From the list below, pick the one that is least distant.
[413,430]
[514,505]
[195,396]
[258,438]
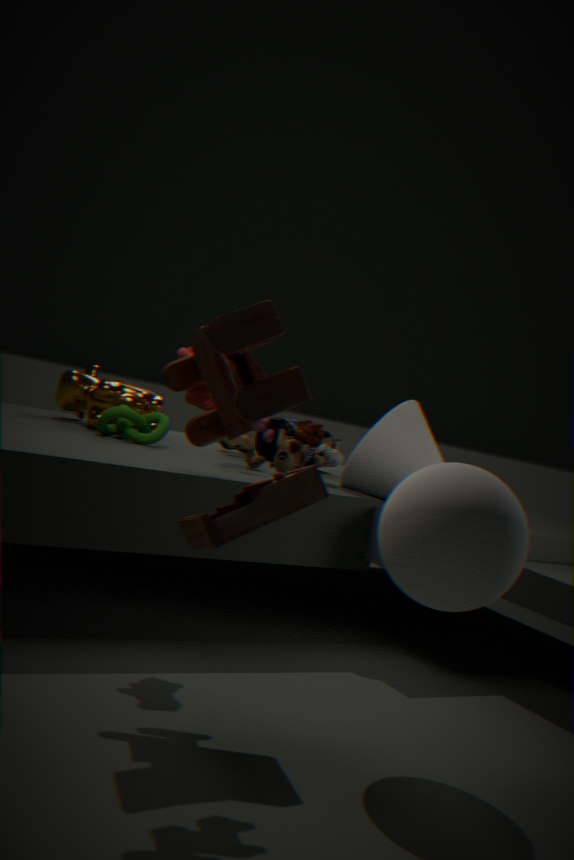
[514,505]
